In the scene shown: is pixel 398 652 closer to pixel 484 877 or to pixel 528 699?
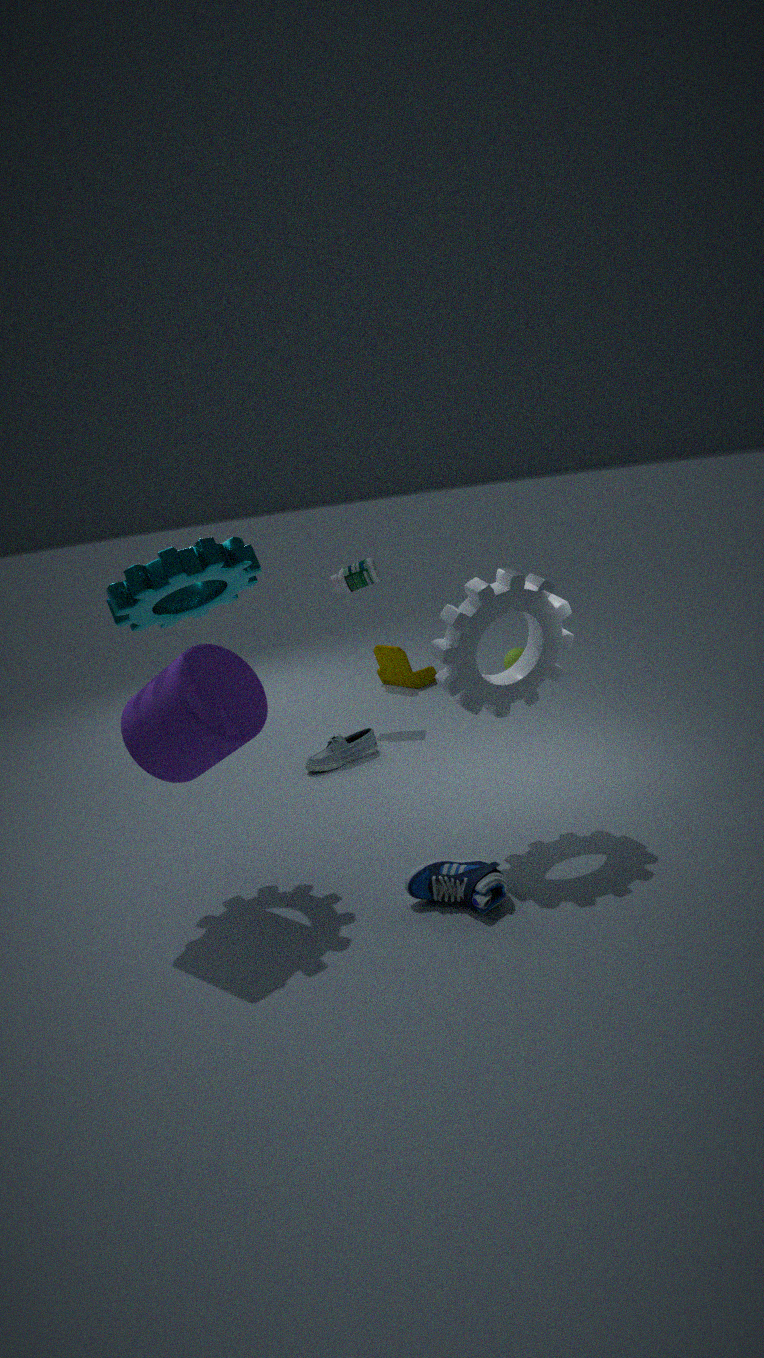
pixel 528 699
